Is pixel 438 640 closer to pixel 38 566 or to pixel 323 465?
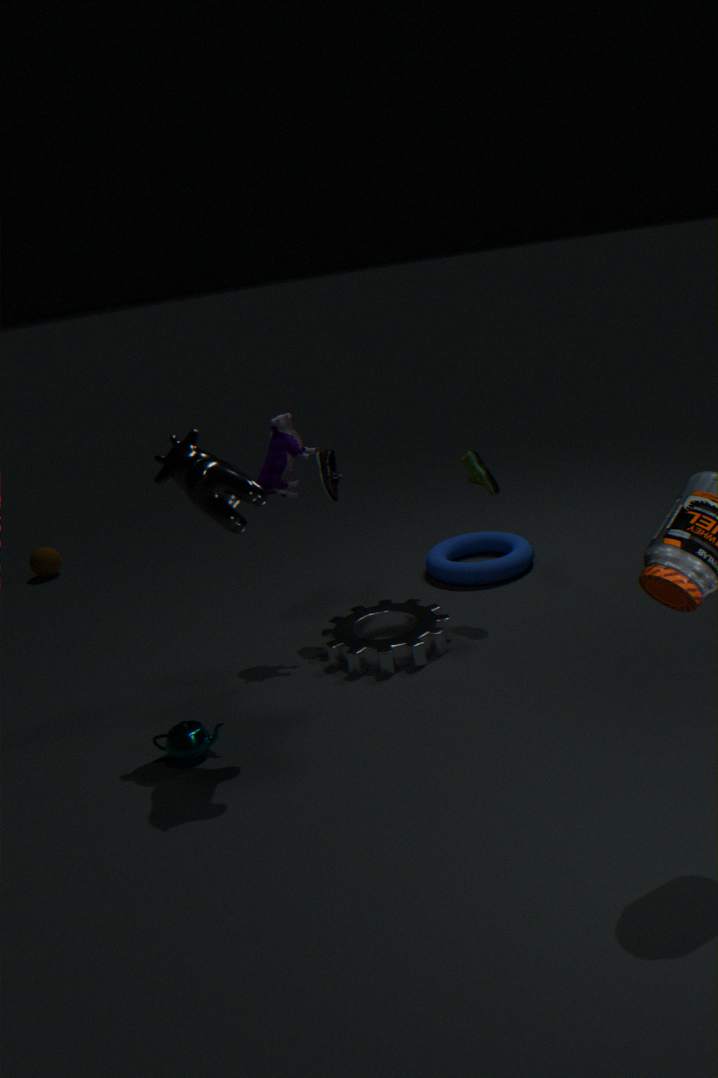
pixel 323 465
